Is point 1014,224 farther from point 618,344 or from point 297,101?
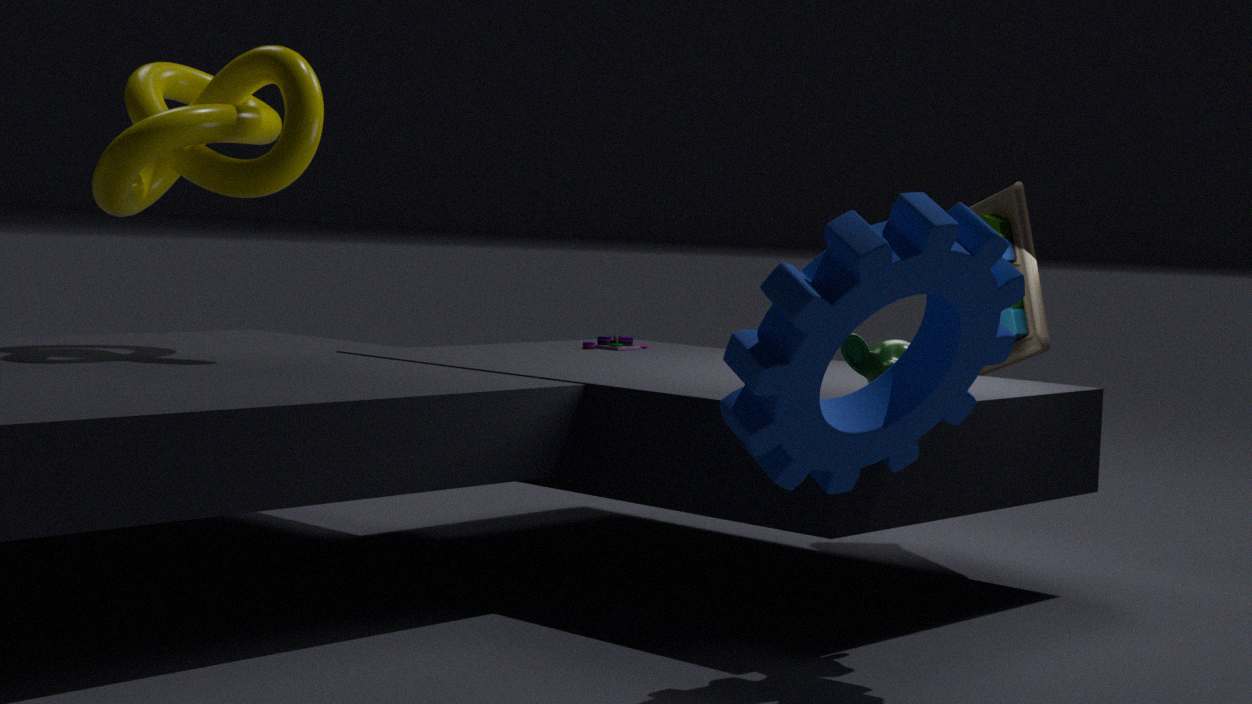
point 297,101
